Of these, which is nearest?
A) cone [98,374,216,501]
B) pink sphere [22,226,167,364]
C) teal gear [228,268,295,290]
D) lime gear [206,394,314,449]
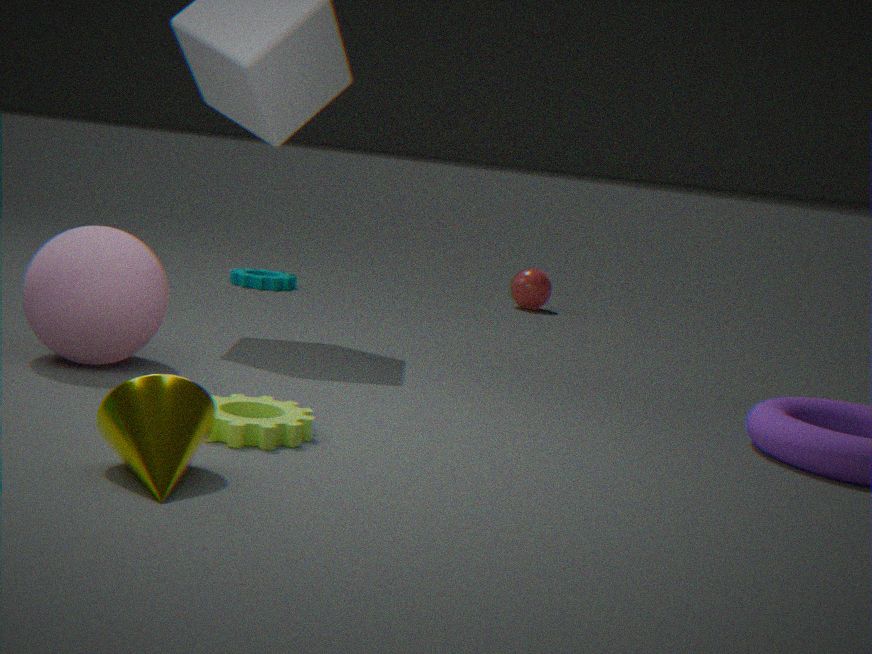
cone [98,374,216,501]
